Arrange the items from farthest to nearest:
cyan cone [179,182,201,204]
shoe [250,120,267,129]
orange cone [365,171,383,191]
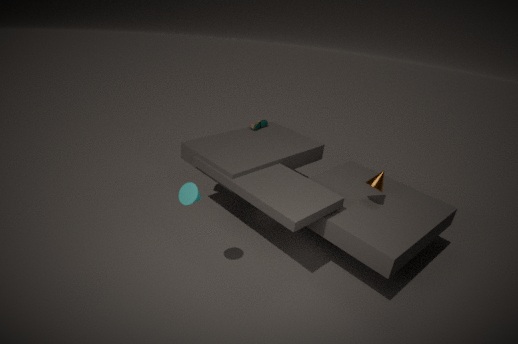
shoe [250,120,267,129], orange cone [365,171,383,191], cyan cone [179,182,201,204]
